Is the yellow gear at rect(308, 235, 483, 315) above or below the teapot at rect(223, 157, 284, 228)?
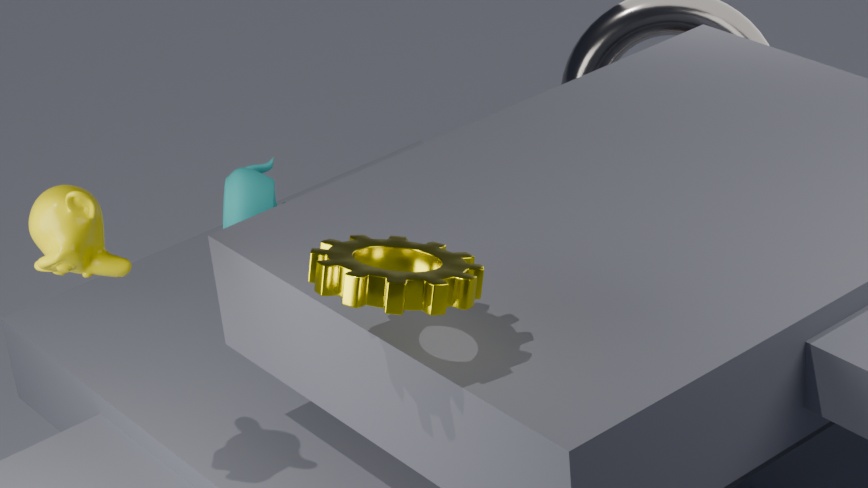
above
